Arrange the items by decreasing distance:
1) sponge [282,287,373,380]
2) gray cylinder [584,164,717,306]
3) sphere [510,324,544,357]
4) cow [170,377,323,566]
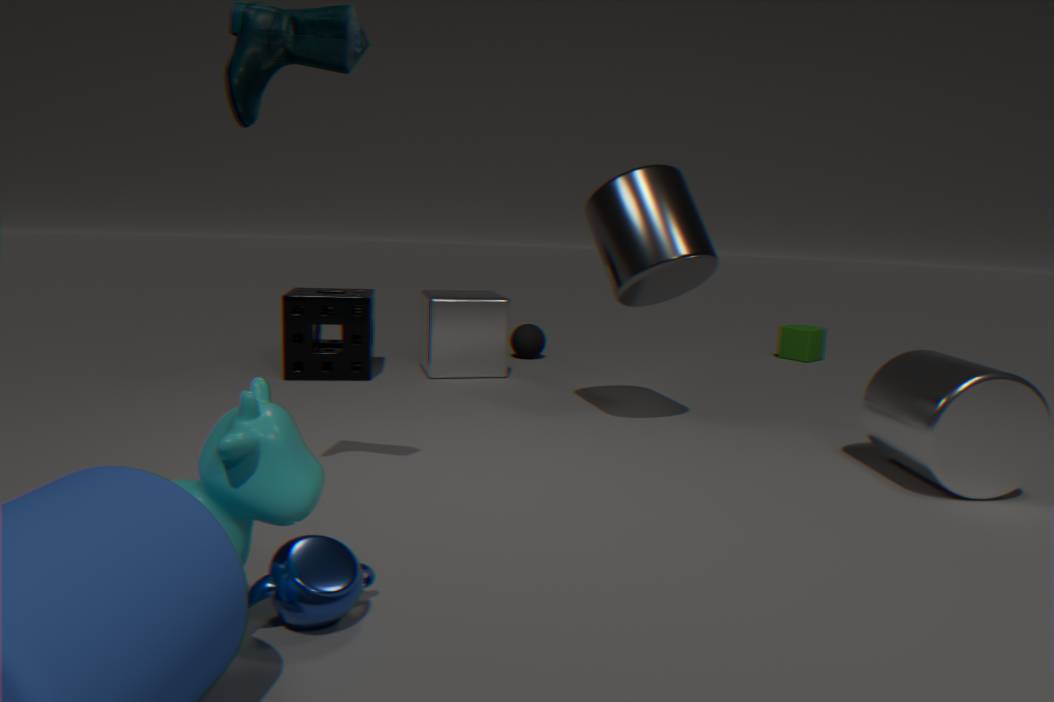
1. 3
2. 1
3. 2
4. 4
